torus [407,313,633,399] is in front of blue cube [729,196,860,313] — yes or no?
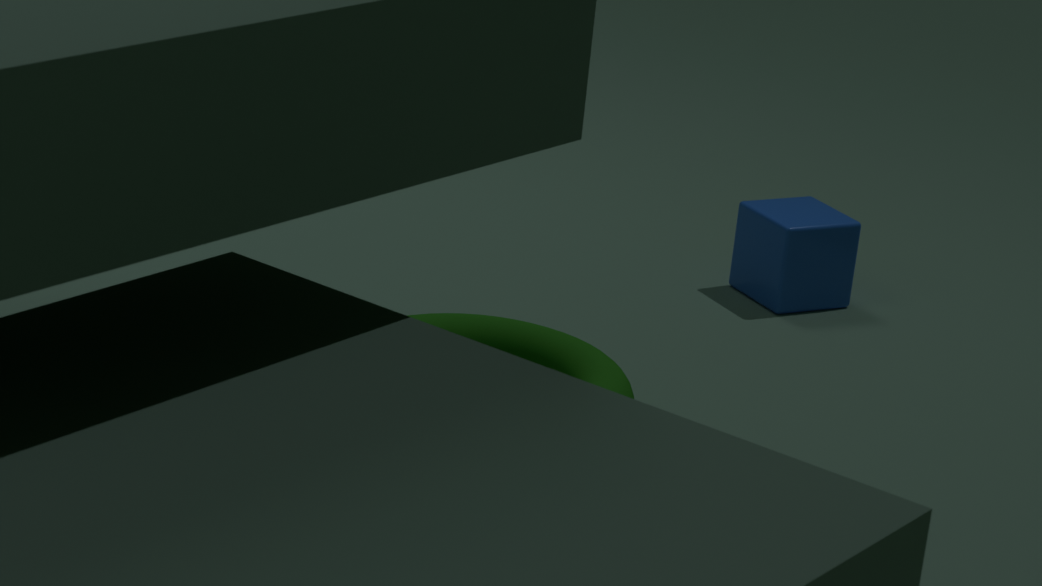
Yes
